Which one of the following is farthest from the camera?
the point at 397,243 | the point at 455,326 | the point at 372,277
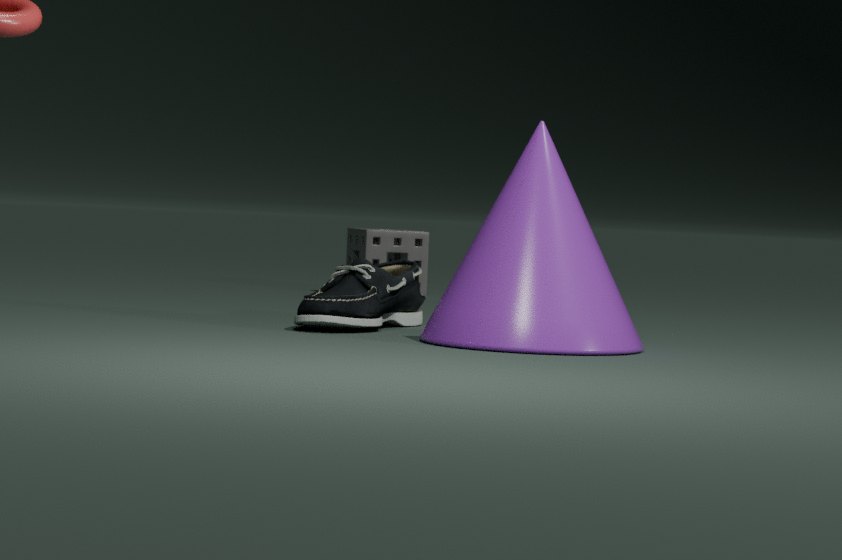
the point at 397,243
